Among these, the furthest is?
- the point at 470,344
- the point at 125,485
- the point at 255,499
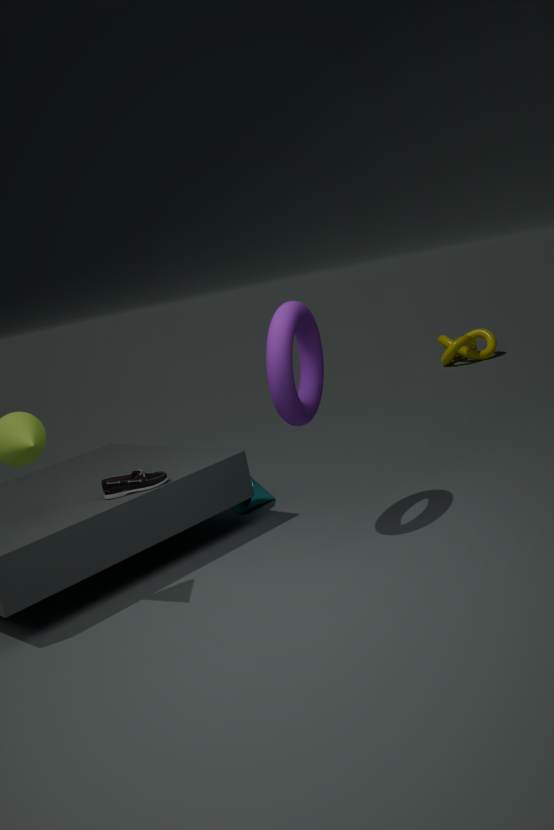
the point at 470,344
